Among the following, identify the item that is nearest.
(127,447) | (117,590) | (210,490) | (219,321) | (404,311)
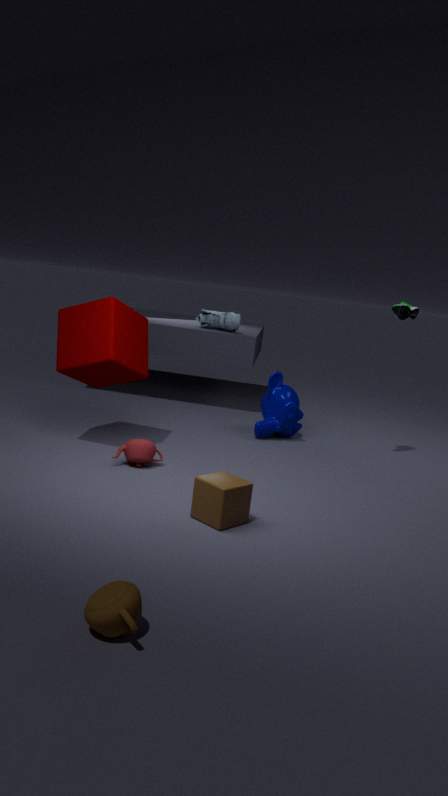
(117,590)
